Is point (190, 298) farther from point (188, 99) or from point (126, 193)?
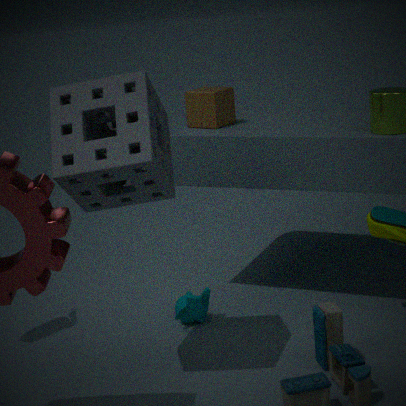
point (126, 193)
